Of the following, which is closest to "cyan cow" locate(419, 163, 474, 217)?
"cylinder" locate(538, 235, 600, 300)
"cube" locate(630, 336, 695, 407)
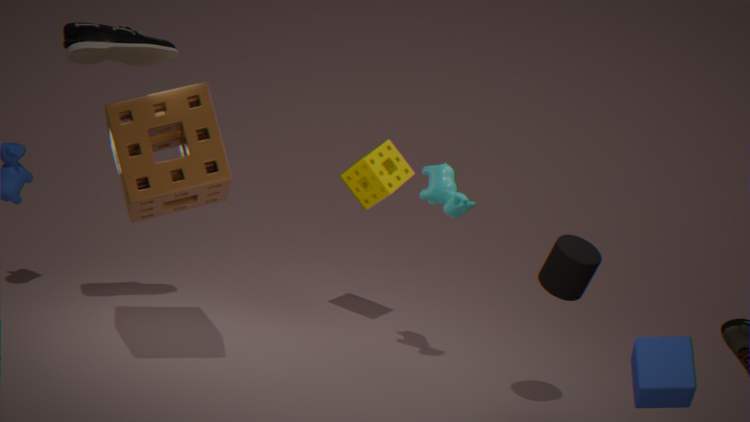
"cylinder" locate(538, 235, 600, 300)
